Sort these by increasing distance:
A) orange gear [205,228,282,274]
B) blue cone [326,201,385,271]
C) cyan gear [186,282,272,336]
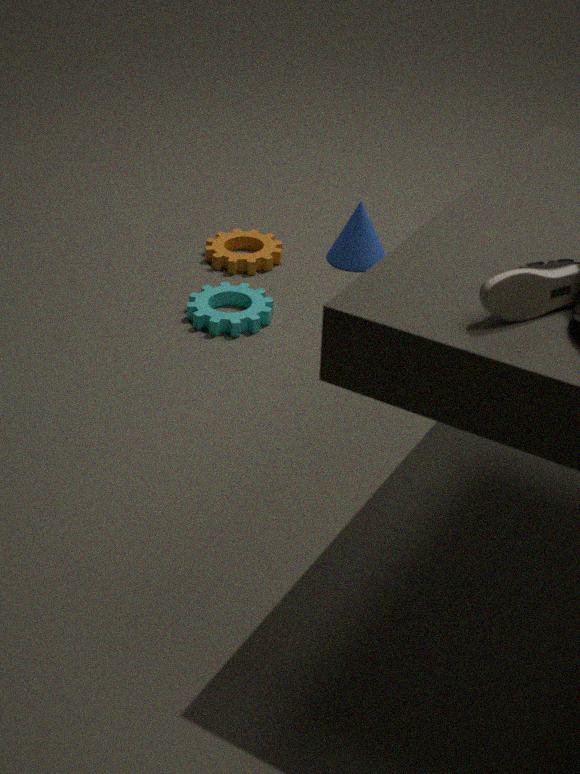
cyan gear [186,282,272,336], orange gear [205,228,282,274], blue cone [326,201,385,271]
